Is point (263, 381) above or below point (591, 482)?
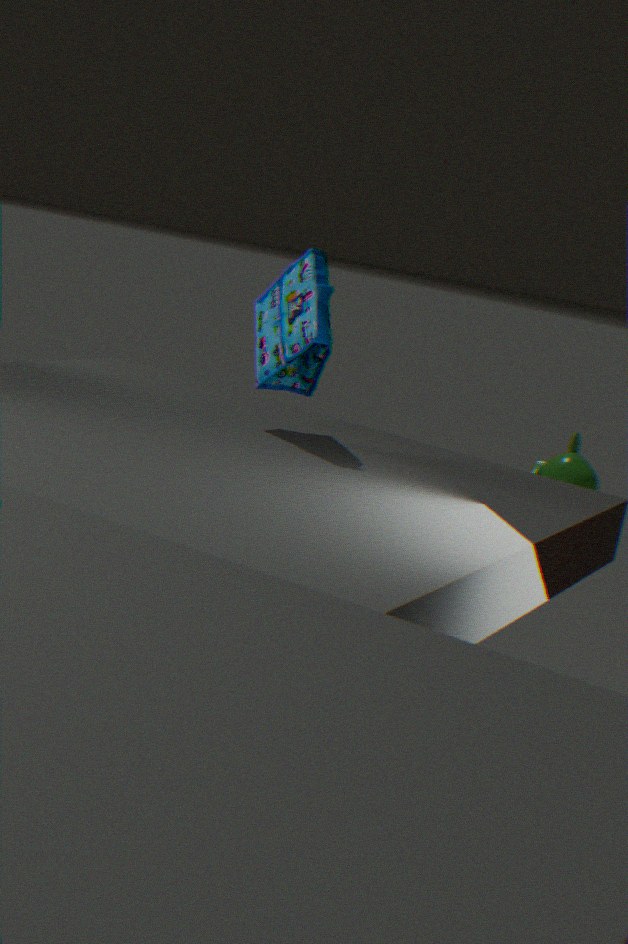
above
